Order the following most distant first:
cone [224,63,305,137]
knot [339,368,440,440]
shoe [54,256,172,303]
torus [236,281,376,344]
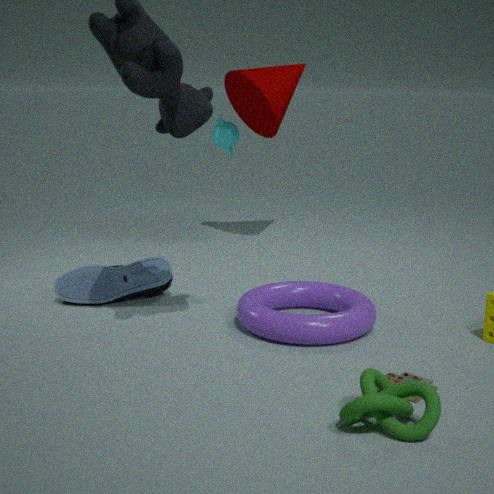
1. cone [224,63,305,137]
2. shoe [54,256,172,303]
3. torus [236,281,376,344]
4. knot [339,368,440,440]
